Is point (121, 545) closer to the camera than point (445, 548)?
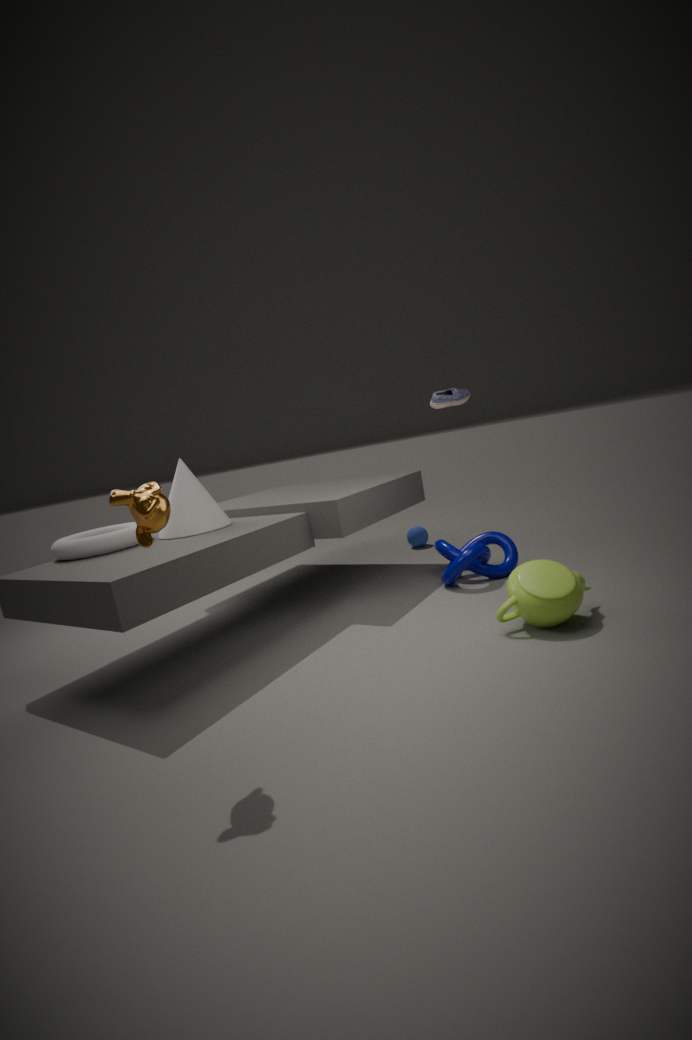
Yes
